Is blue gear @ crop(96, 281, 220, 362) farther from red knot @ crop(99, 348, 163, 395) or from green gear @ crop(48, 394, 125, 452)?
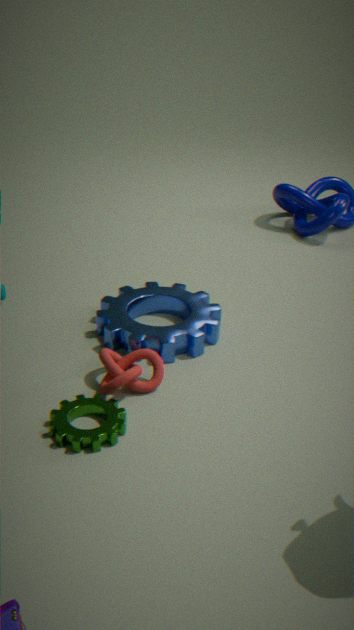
green gear @ crop(48, 394, 125, 452)
